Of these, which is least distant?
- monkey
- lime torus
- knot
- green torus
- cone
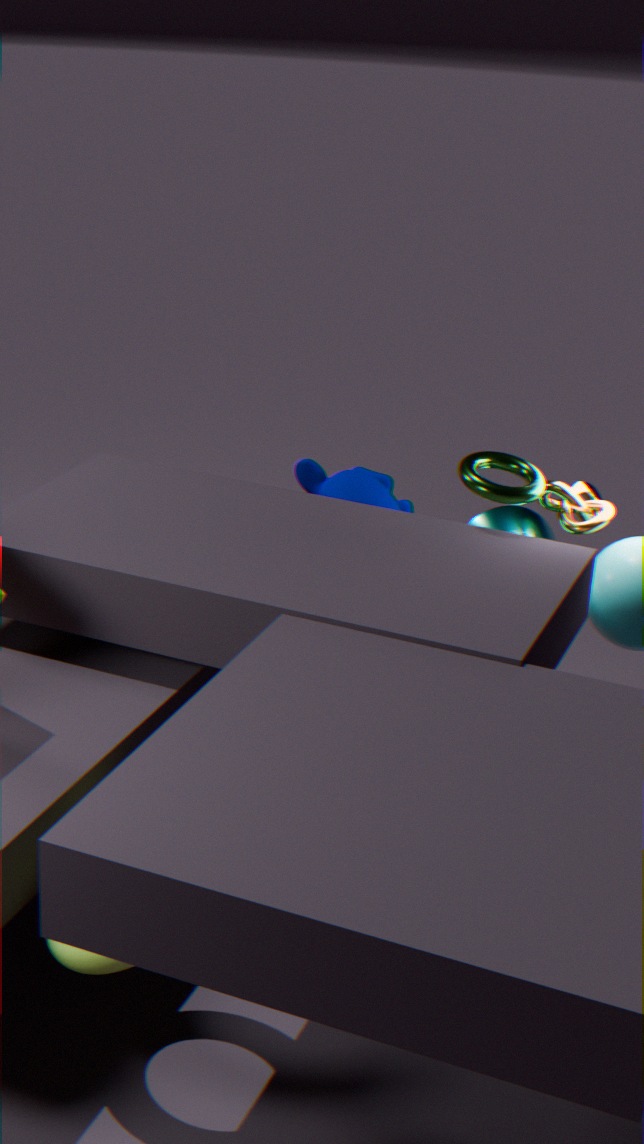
lime torus
